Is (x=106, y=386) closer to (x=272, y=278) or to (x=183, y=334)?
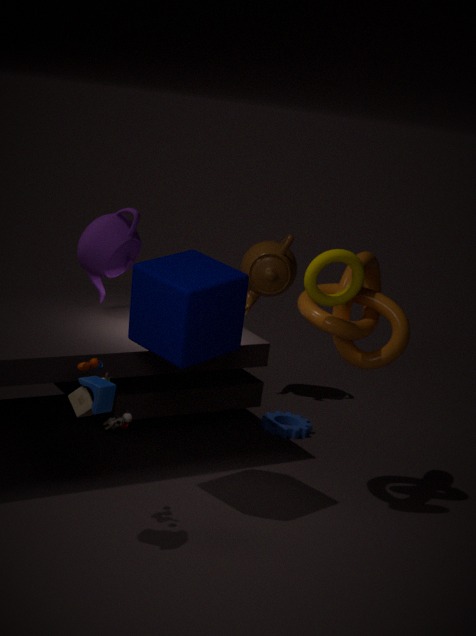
(x=183, y=334)
